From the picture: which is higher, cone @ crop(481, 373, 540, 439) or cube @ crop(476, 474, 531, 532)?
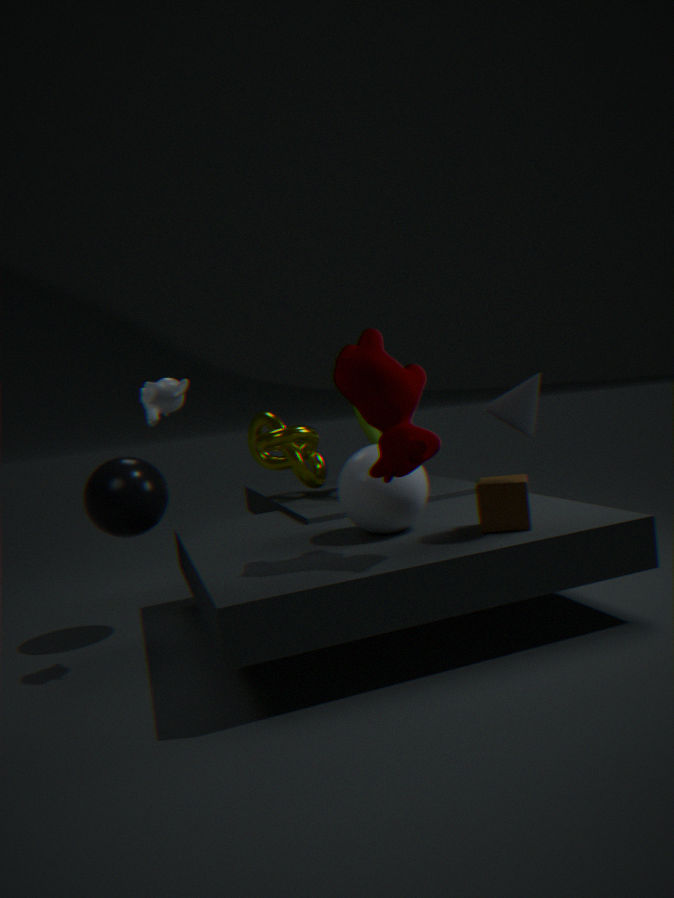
cone @ crop(481, 373, 540, 439)
